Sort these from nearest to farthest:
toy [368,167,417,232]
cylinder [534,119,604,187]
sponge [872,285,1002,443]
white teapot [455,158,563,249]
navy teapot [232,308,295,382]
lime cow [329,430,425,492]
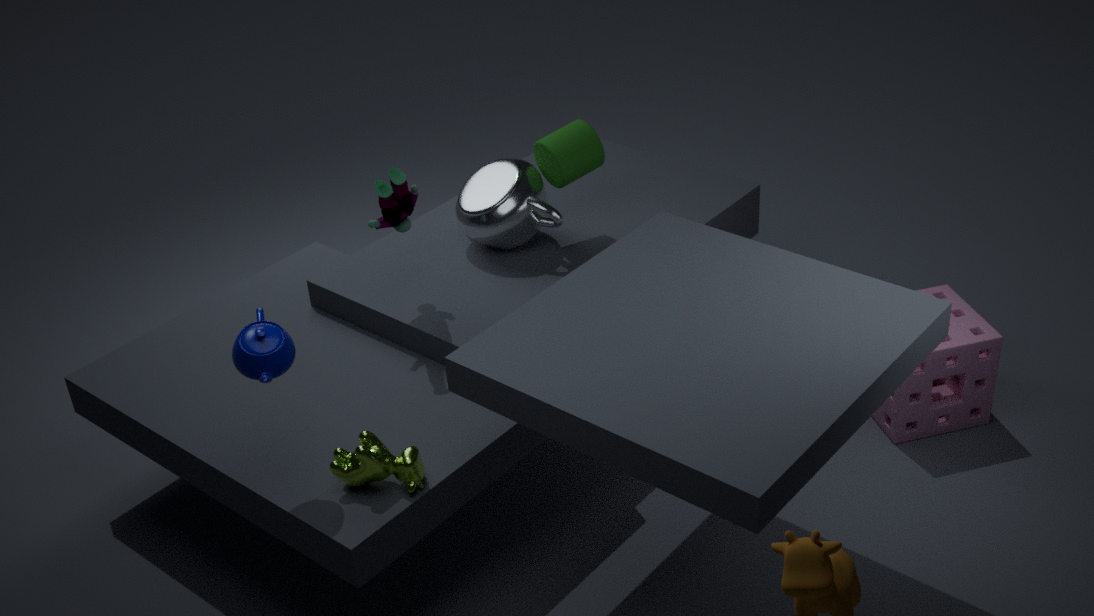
navy teapot [232,308,295,382], lime cow [329,430,425,492], toy [368,167,417,232], sponge [872,285,1002,443], white teapot [455,158,563,249], cylinder [534,119,604,187]
